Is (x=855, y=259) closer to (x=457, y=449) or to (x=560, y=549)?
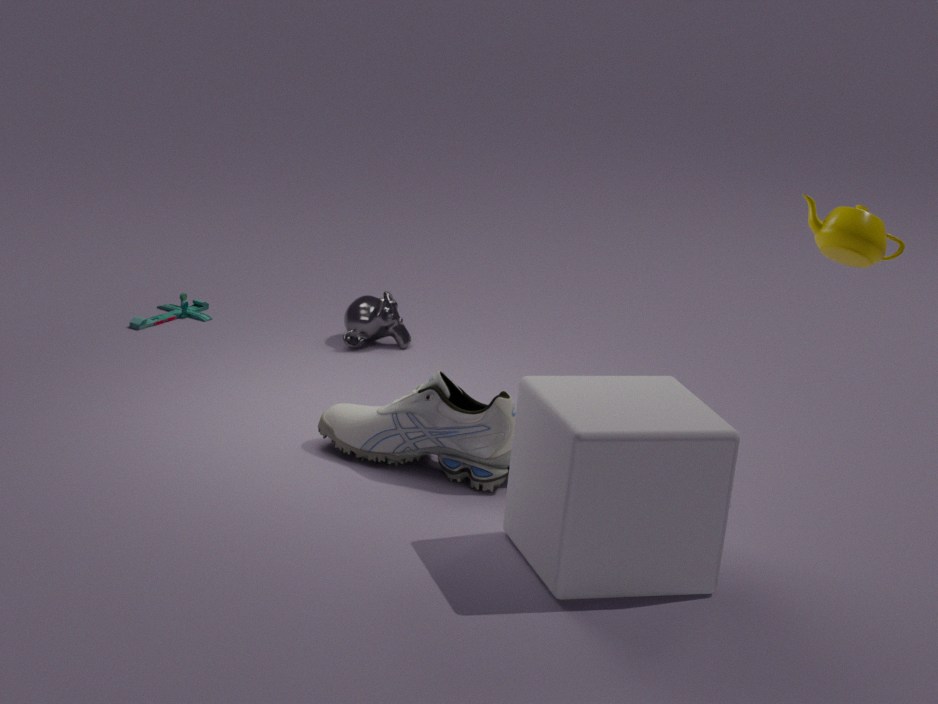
(x=560, y=549)
